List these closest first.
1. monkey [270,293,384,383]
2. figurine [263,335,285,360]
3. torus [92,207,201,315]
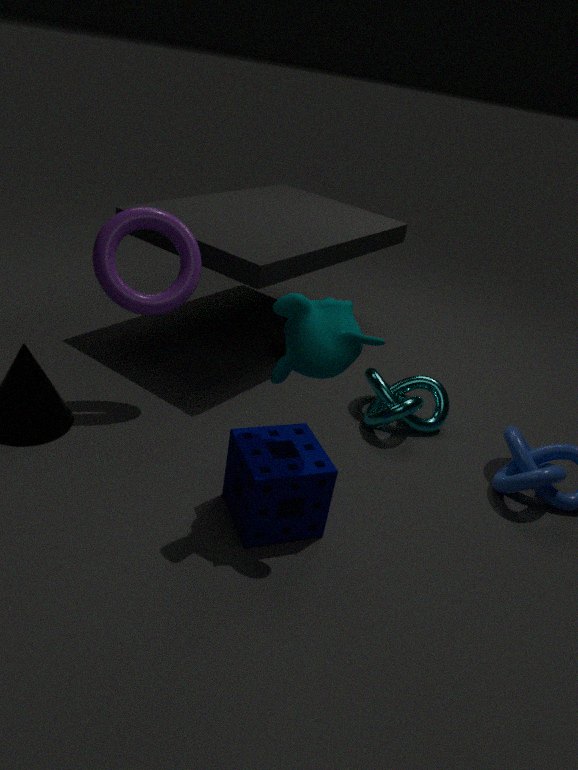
monkey [270,293,384,383]
torus [92,207,201,315]
figurine [263,335,285,360]
